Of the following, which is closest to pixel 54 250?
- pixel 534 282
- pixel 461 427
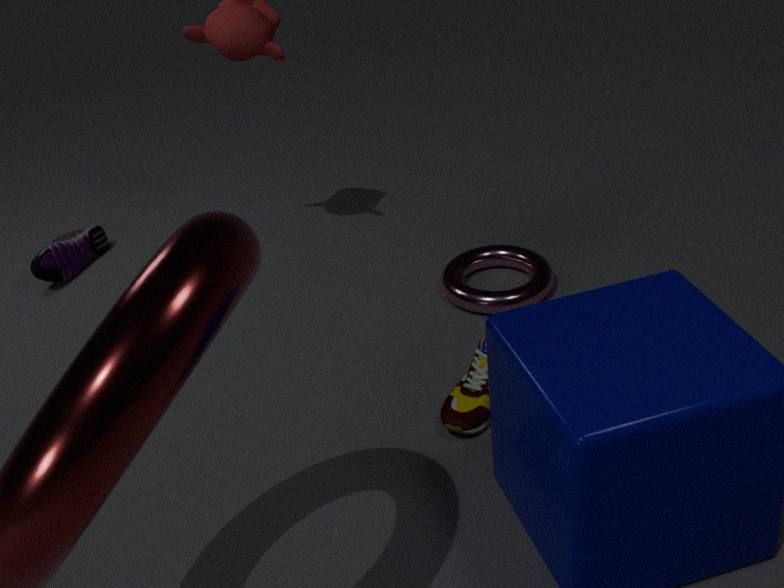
pixel 534 282
